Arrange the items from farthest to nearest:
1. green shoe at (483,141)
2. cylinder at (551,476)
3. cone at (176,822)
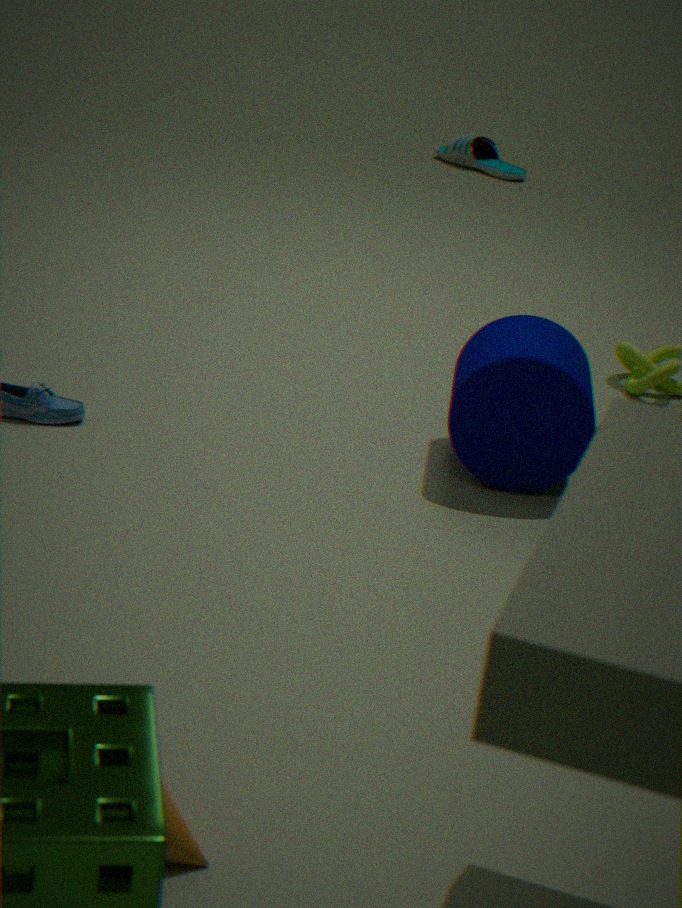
green shoe at (483,141) → cylinder at (551,476) → cone at (176,822)
